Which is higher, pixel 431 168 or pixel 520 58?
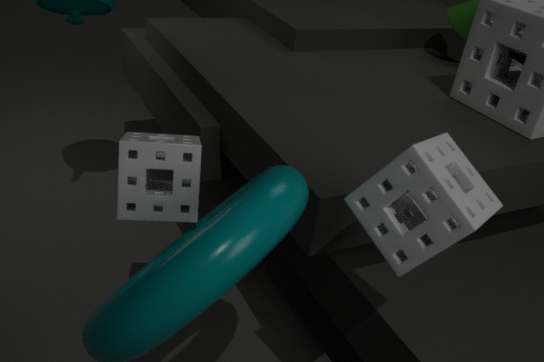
pixel 520 58
